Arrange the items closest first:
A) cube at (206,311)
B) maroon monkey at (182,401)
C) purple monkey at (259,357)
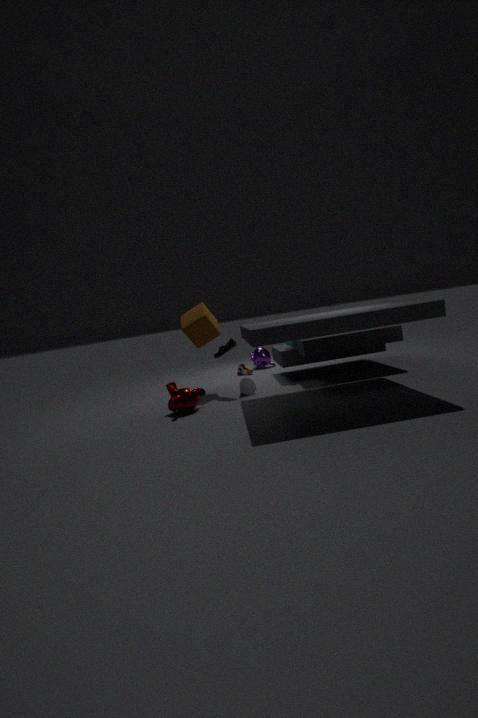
maroon monkey at (182,401) → cube at (206,311) → purple monkey at (259,357)
